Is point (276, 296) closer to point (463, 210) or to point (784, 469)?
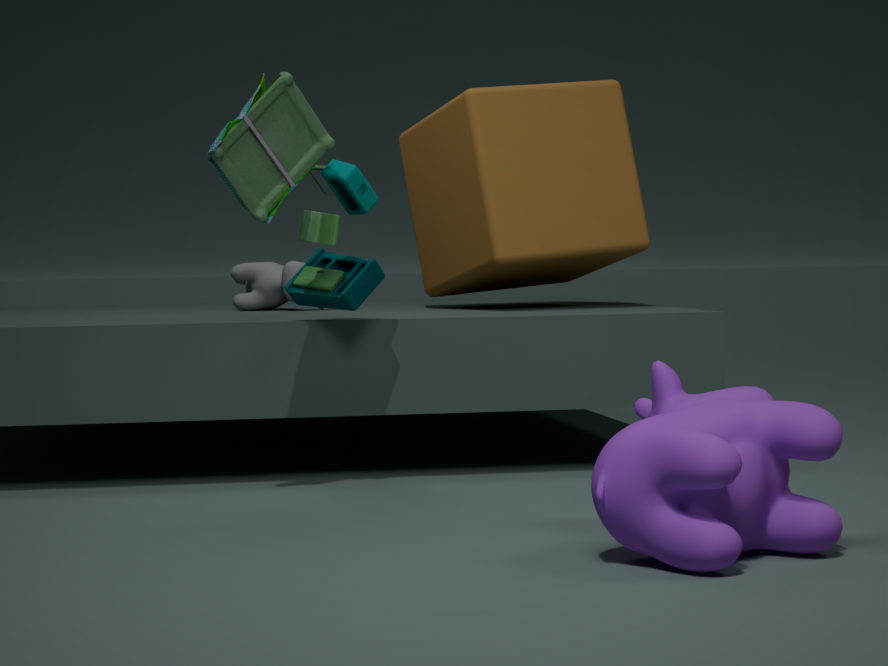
point (463, 210)
